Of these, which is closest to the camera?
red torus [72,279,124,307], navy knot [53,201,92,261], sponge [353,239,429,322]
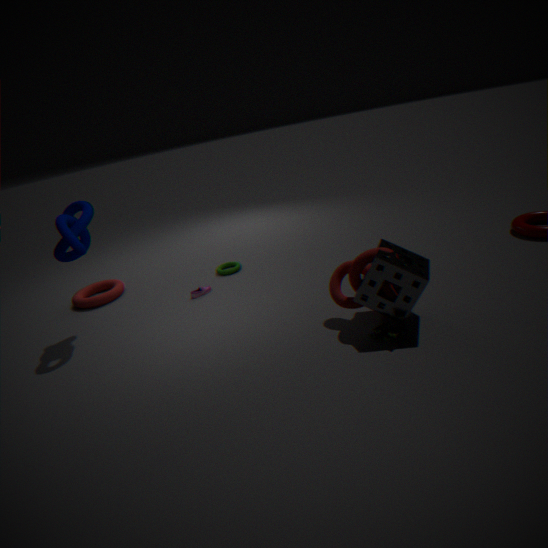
sponge [353,239,429,322]
